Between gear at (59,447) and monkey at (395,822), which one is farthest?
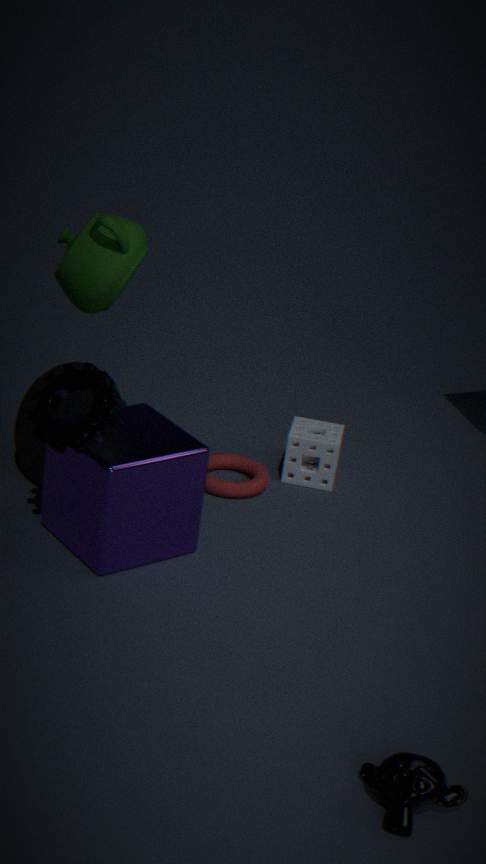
gear at (59,447)
